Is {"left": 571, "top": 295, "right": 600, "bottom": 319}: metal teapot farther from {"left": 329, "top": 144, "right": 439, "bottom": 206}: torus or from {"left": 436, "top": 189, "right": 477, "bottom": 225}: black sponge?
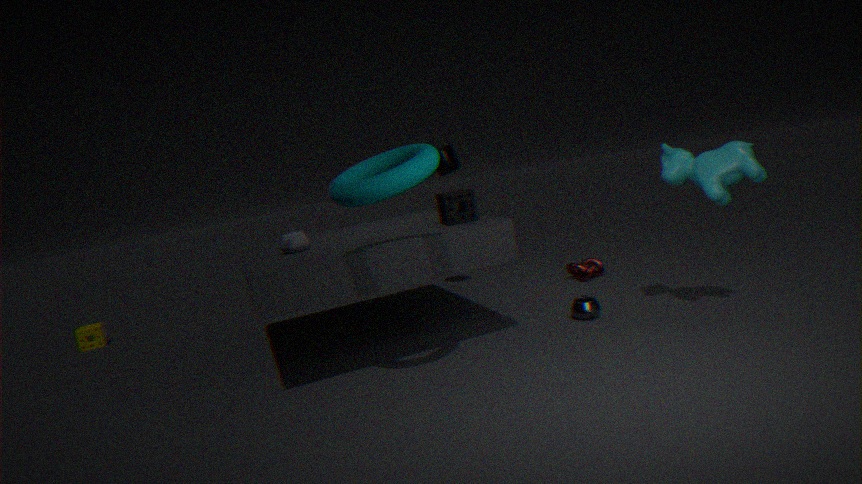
{"left": 329, "top": 144, "right": 439, "bottom": 206}: torus
